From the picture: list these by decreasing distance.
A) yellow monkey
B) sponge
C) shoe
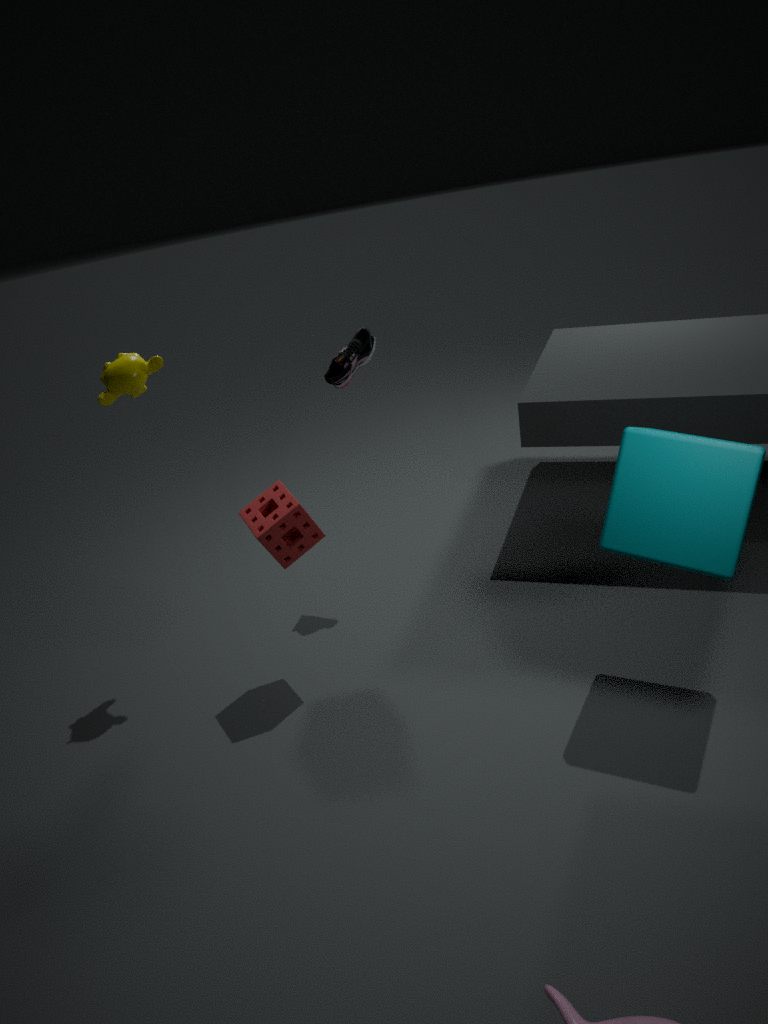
shoe
yellow monkey
sponge
